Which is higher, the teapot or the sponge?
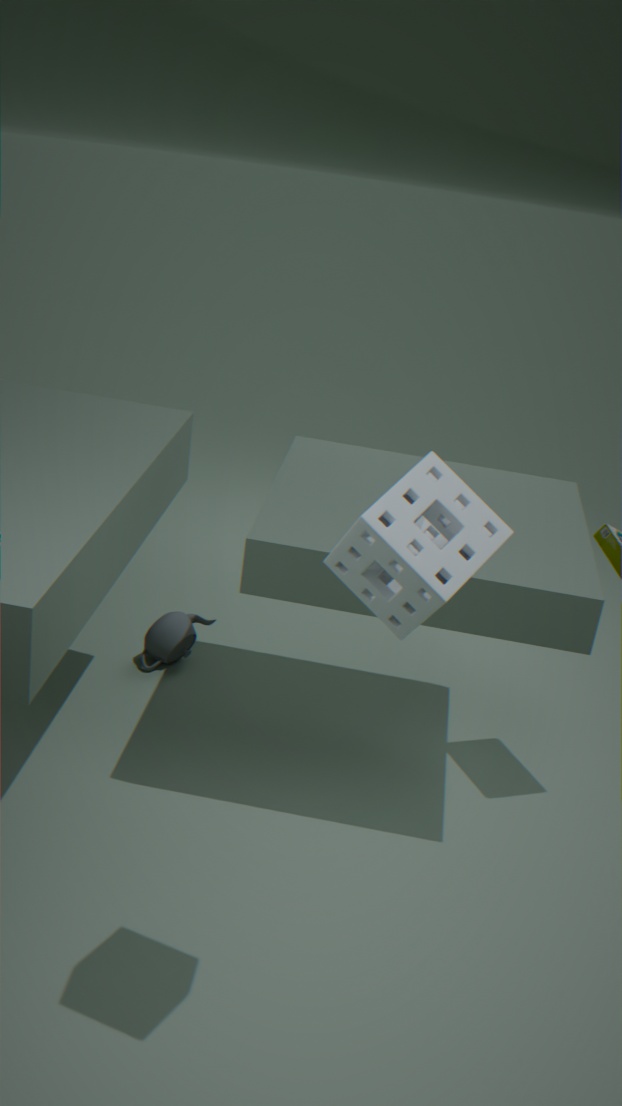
the sponge
